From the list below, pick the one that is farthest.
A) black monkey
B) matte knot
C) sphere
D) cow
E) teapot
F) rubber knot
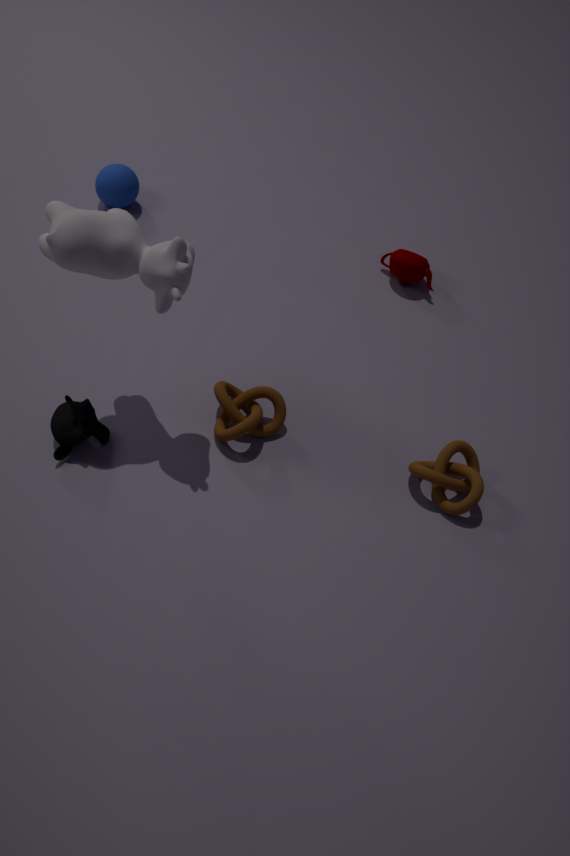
sphere
